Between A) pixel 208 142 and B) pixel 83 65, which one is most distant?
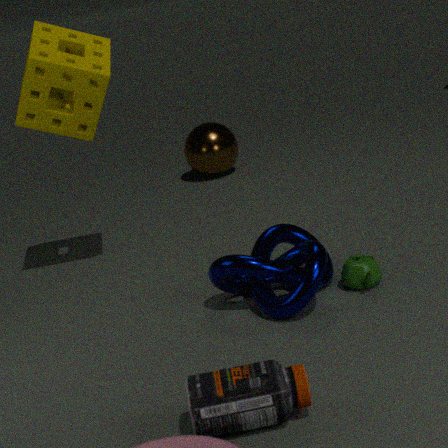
A. pixel 208 142
